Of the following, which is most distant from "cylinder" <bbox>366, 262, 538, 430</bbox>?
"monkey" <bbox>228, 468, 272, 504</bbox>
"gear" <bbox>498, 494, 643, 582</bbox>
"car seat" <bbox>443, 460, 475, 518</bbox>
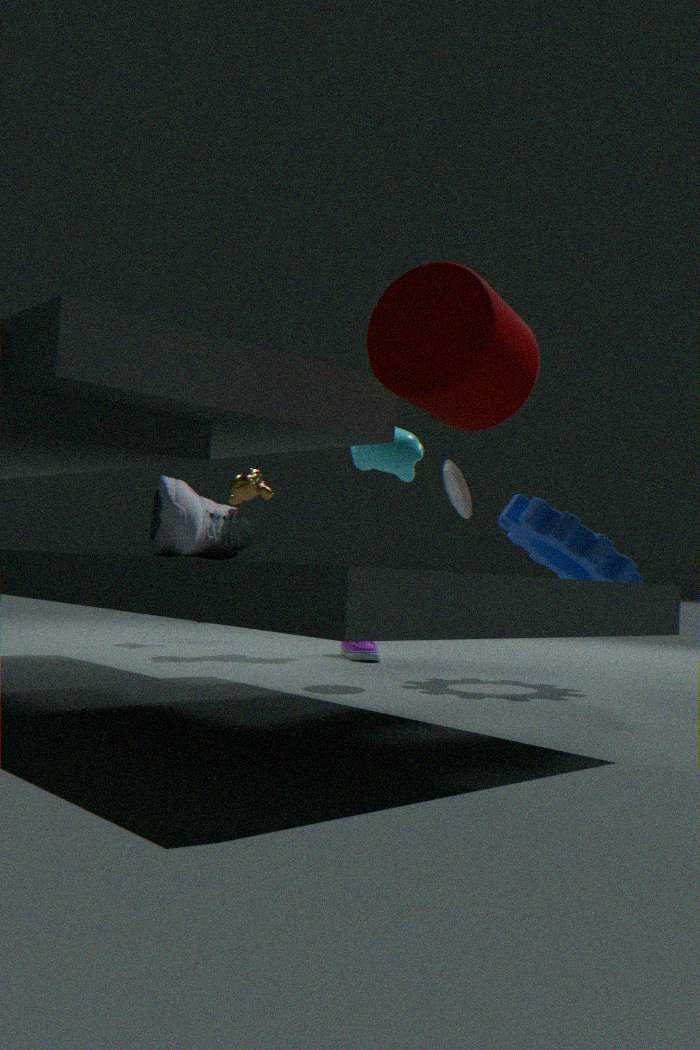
"monkey" <bbox>228, 468, 272, 504</bbox>
